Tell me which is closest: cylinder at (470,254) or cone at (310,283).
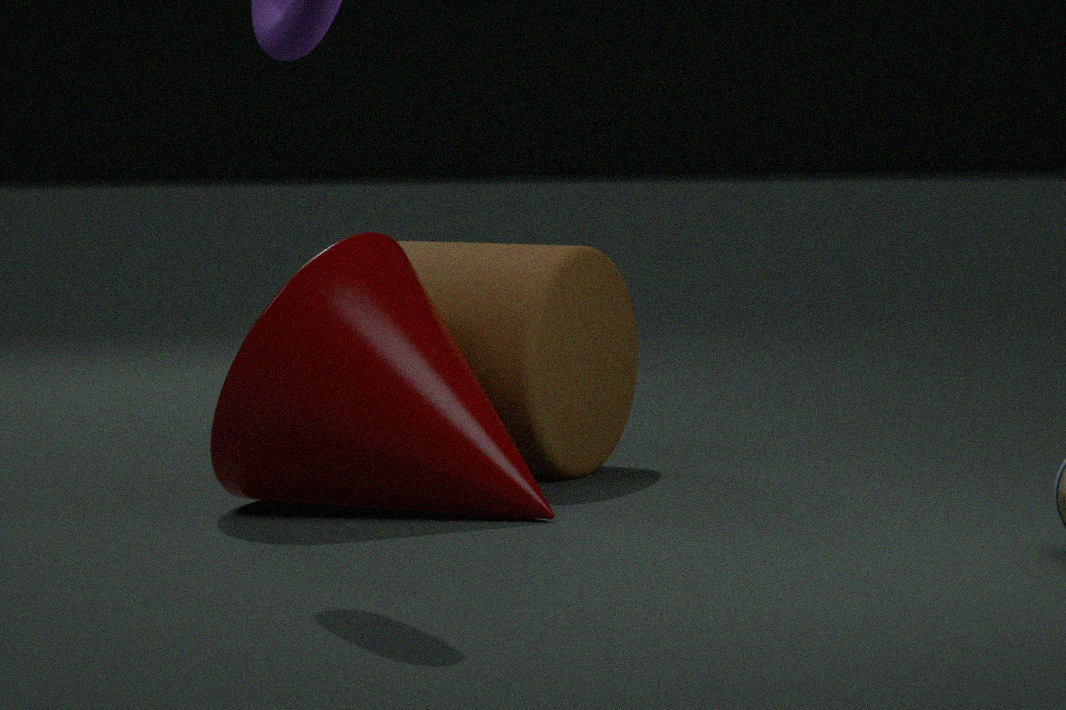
cone at (310,283)
